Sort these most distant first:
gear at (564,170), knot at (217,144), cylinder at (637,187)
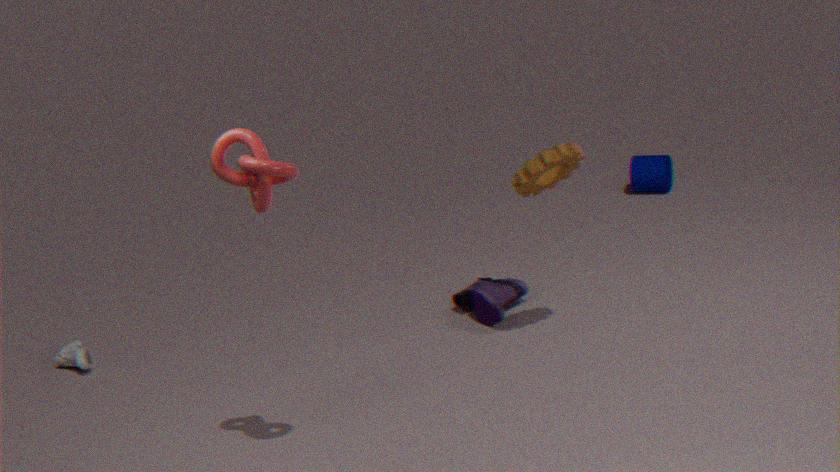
cylinder at (637,187)
gear at (564,170)
knot at (217,144)
